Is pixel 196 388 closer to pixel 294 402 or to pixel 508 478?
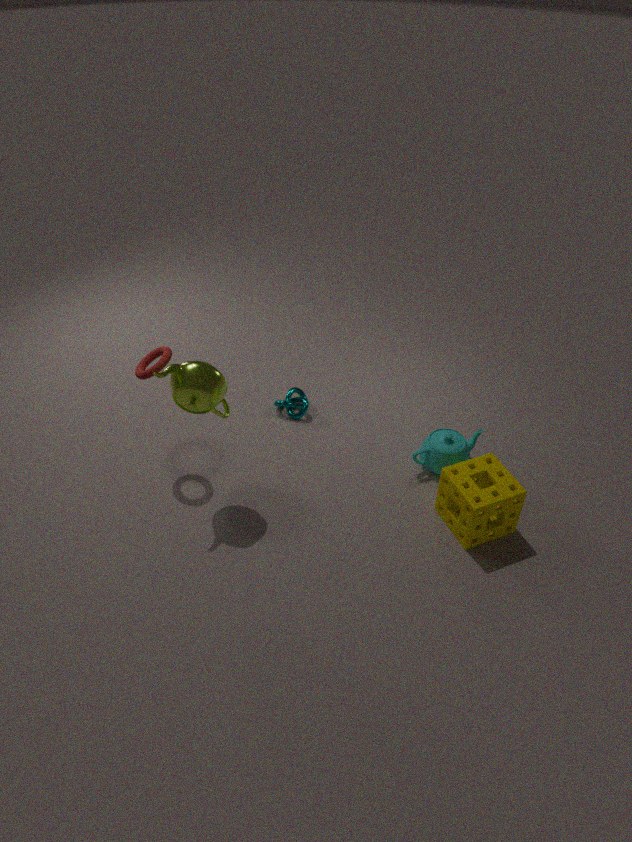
pixel 294 402
